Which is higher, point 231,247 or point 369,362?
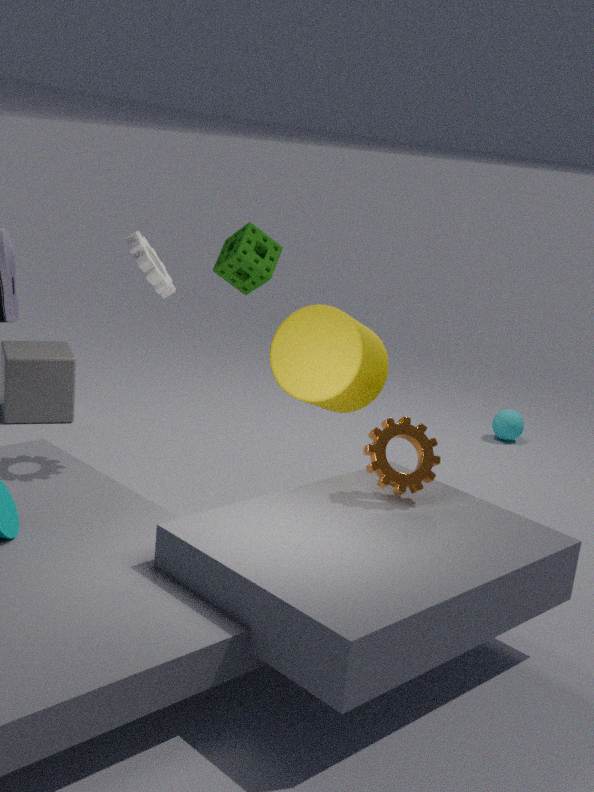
point 231,247
